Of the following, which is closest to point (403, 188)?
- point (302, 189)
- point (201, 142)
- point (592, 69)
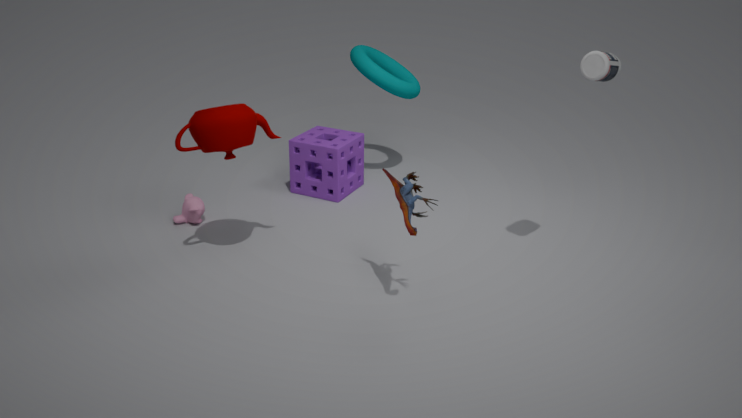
point (201, 142)
